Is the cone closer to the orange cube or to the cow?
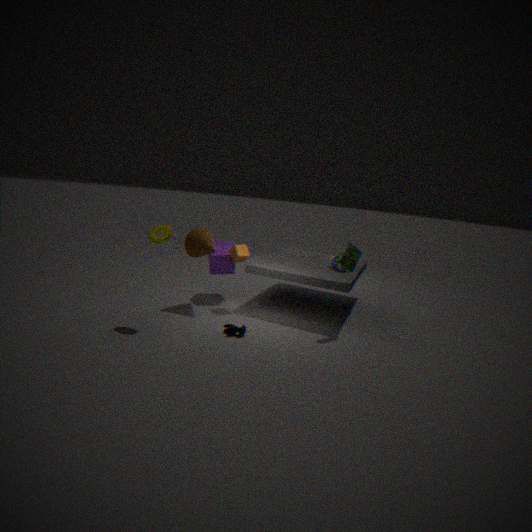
the orange cube
